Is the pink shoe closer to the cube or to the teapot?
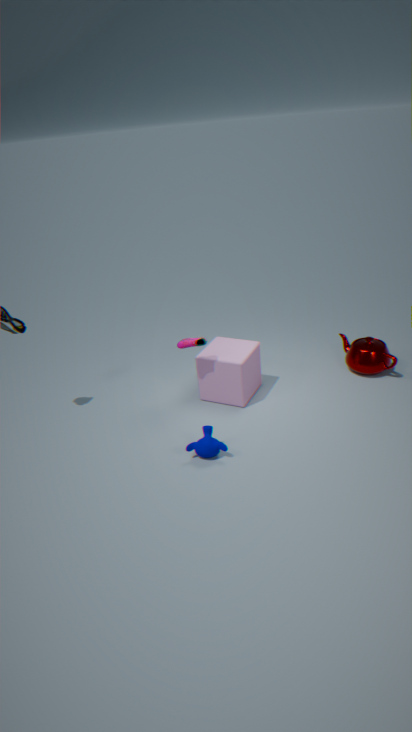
the cube
